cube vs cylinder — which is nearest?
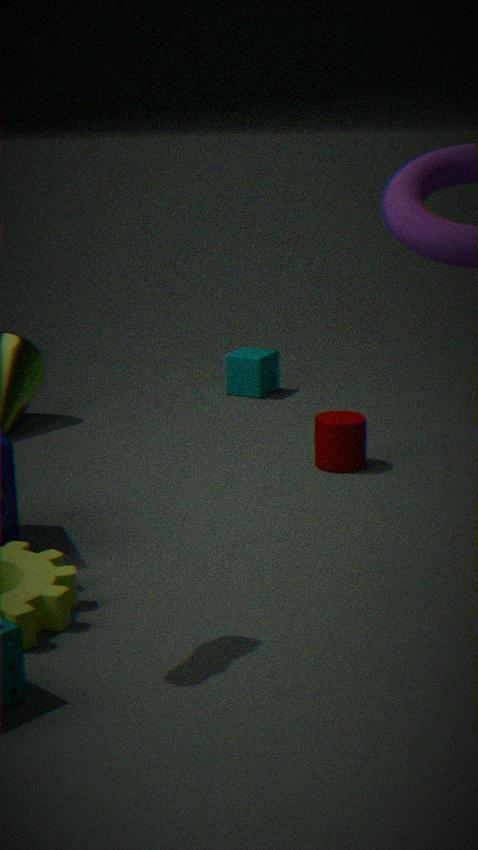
cylinder
